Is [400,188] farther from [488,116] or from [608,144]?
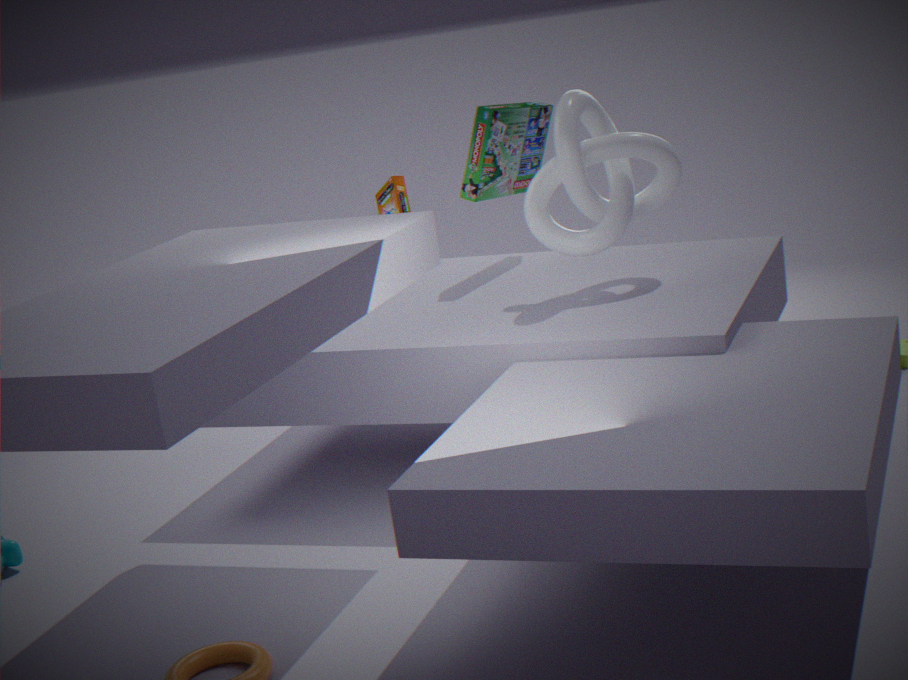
[608,144]
